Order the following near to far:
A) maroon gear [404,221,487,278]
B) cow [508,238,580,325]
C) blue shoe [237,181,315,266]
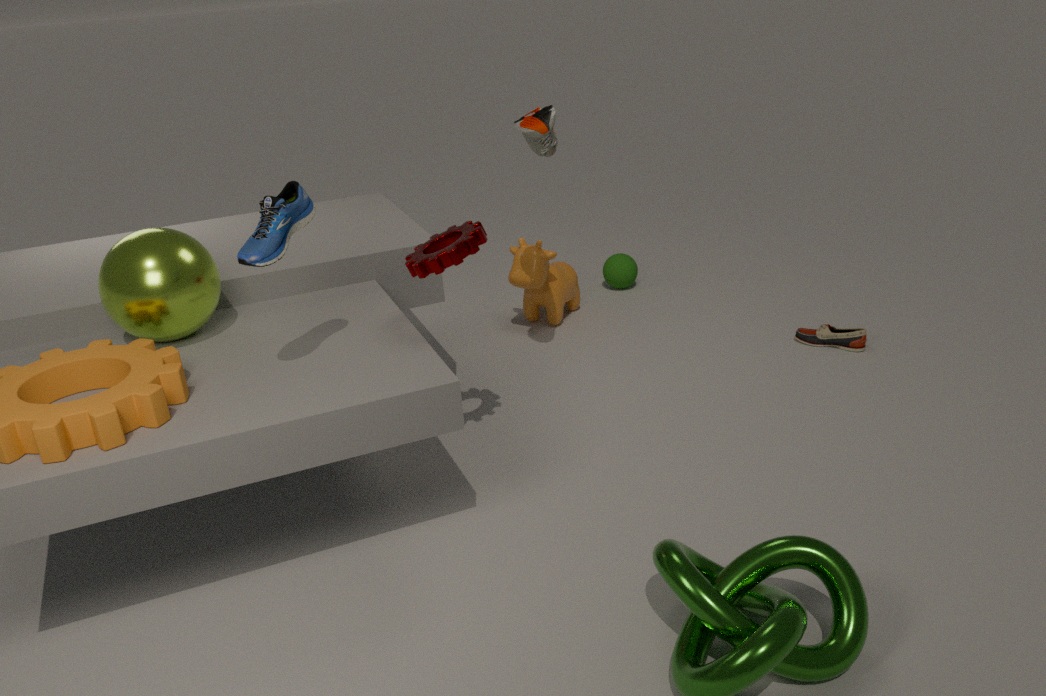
blue shoe [237,181,315,266] < maroon gear [404,221,487,278] < cow [508,238,580,325]
